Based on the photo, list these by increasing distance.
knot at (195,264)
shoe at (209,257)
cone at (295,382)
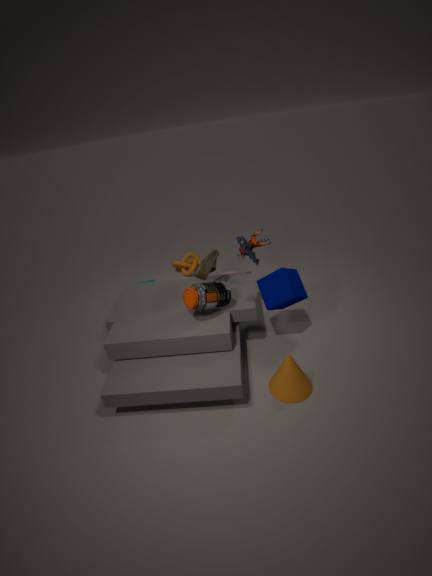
cone at (295,382) < shoe at (209,257) < knot at (195,264)
